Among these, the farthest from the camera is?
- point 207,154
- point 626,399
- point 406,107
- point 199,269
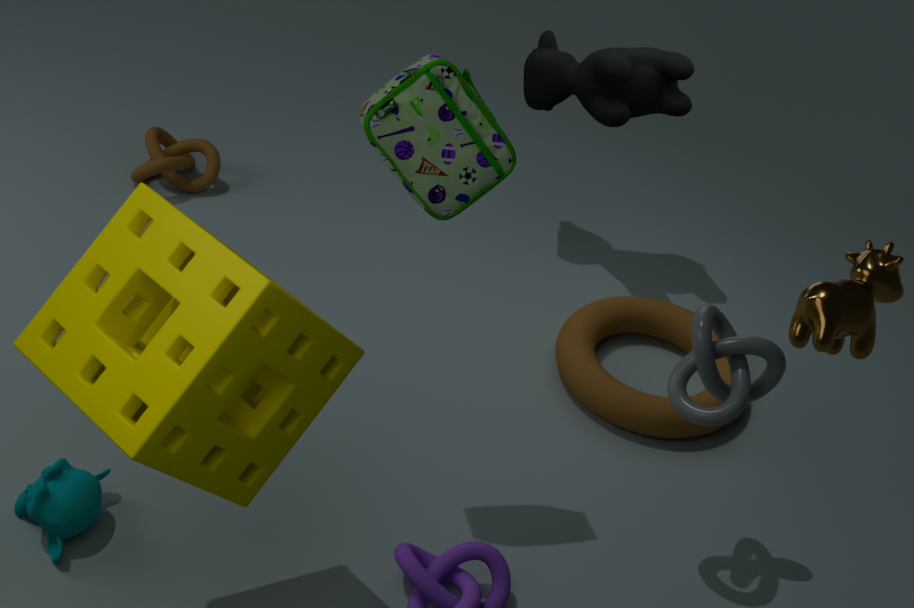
→ point 207,154
